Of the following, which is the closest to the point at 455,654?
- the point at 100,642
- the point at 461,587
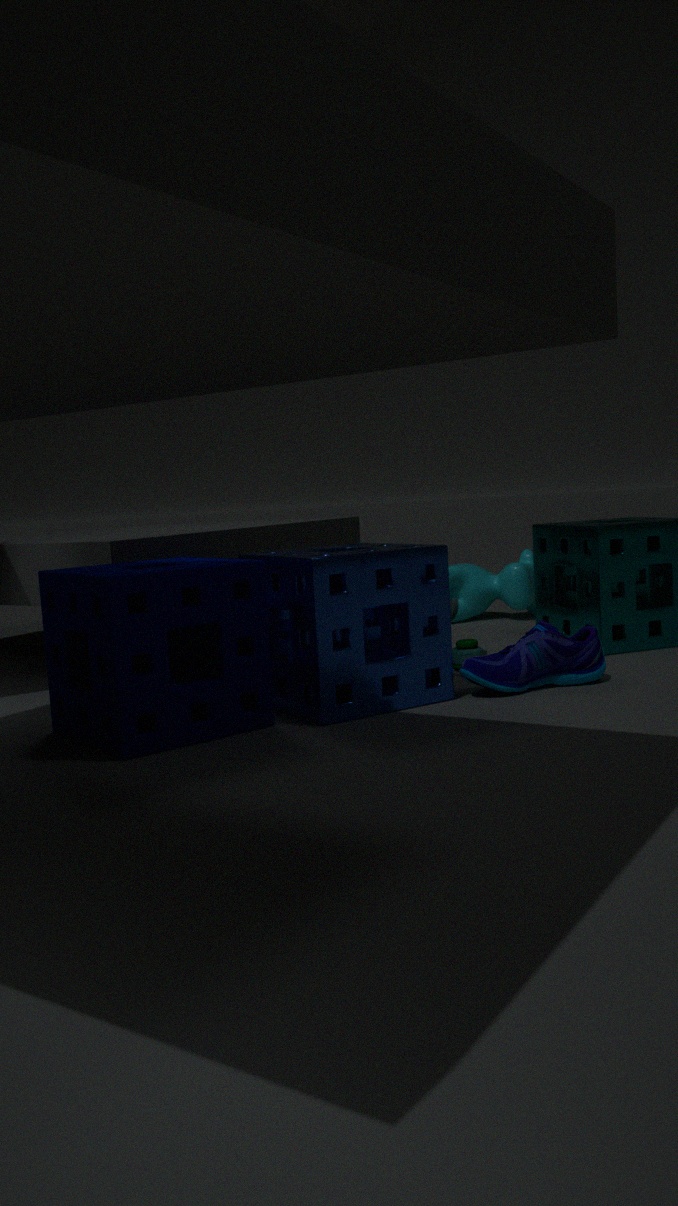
the point at 100,642
